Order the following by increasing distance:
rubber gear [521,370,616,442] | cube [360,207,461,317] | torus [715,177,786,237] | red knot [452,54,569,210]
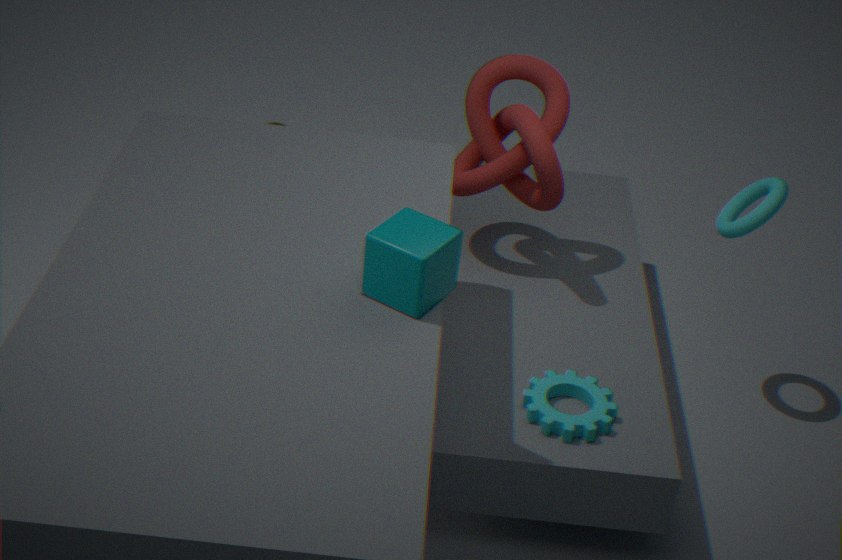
cube [360,207,461,317], rubber gear [521,370,616,442], red knot [452,54,569,210], torus [715,177,786,237]
